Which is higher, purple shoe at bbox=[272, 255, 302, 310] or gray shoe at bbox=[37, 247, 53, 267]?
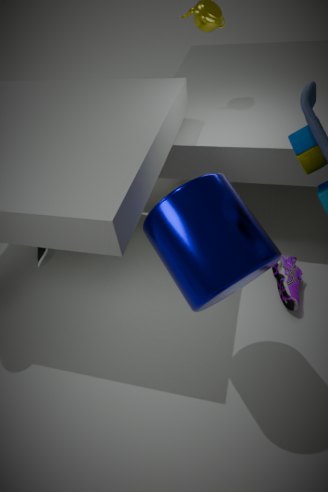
gray shoe at bbox=[37, 247, 53, 267]
